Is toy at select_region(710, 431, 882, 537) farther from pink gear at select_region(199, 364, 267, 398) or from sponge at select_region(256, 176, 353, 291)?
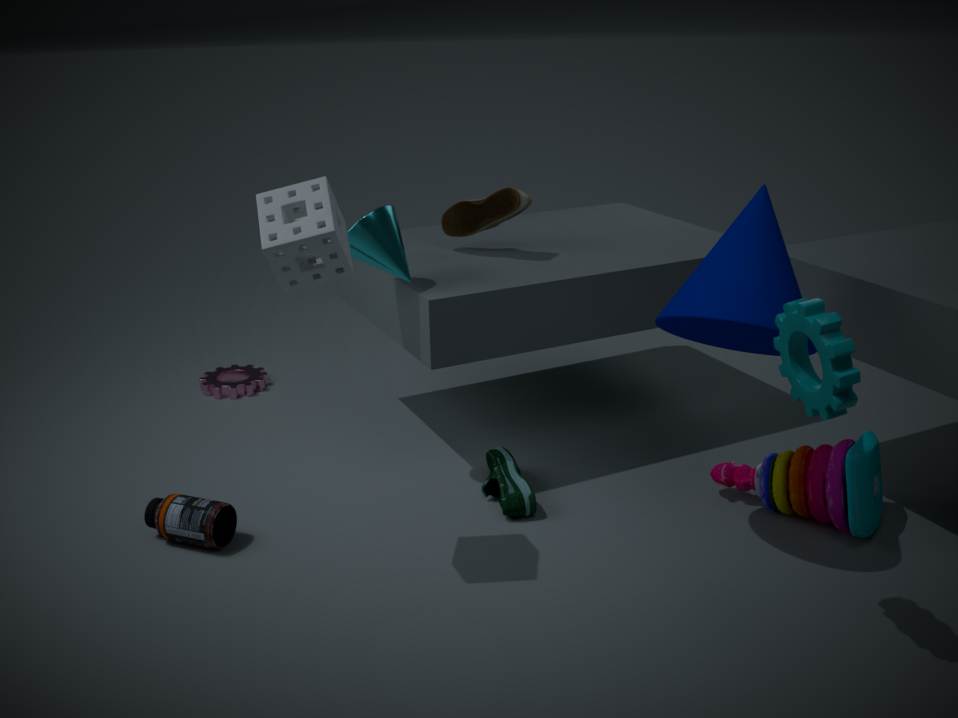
pink gear at select_region(199, 364, 267, 398)
